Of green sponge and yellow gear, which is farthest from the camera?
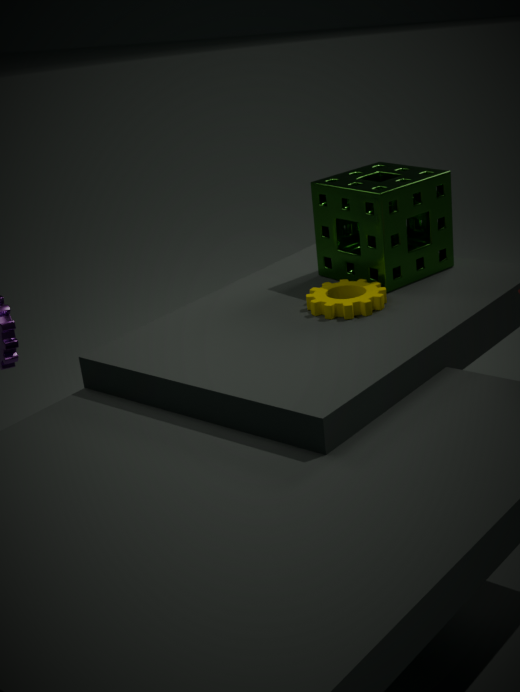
green sponge
